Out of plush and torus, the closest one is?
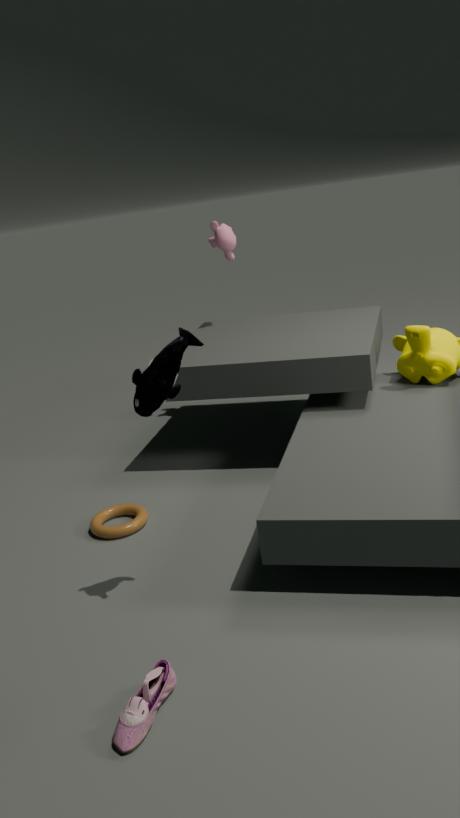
plush
